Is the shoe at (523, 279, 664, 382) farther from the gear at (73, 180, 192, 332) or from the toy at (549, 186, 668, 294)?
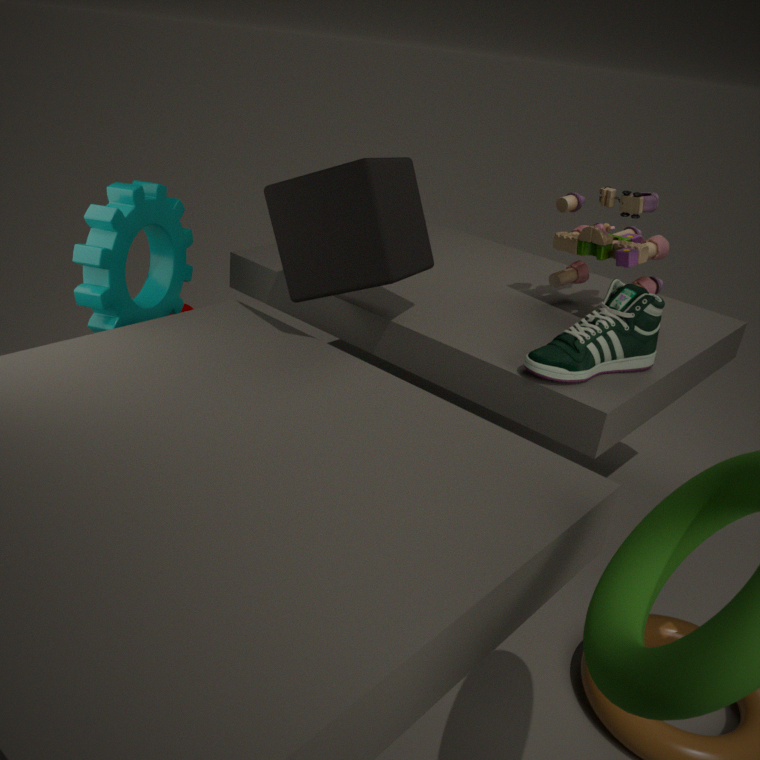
the gear at (73, 180, 192, 332)
